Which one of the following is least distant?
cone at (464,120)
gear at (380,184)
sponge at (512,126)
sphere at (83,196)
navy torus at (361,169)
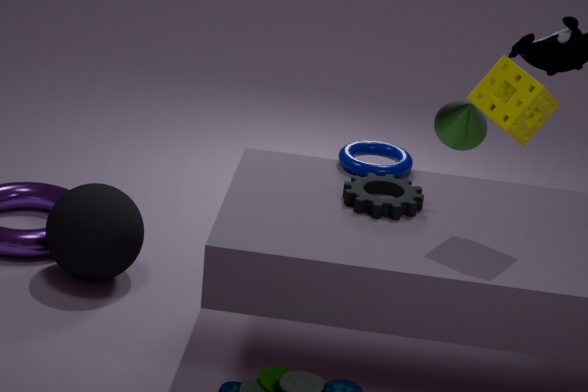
sponge at (512,126)
